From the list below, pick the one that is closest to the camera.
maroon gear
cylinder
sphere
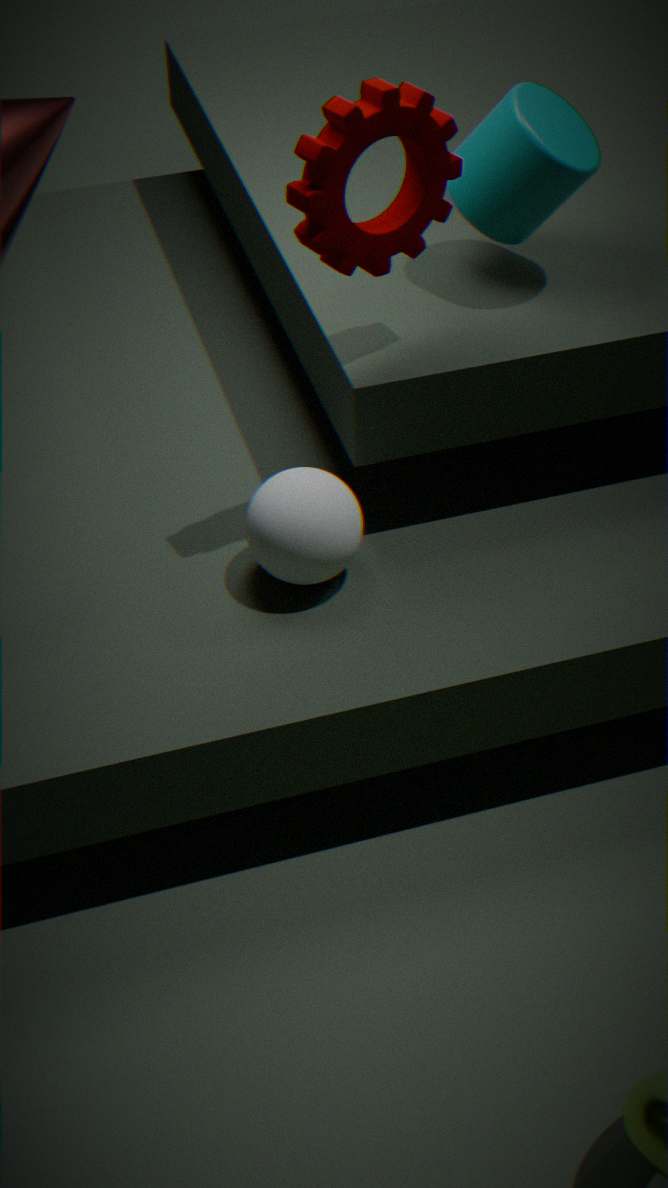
maroon gear
